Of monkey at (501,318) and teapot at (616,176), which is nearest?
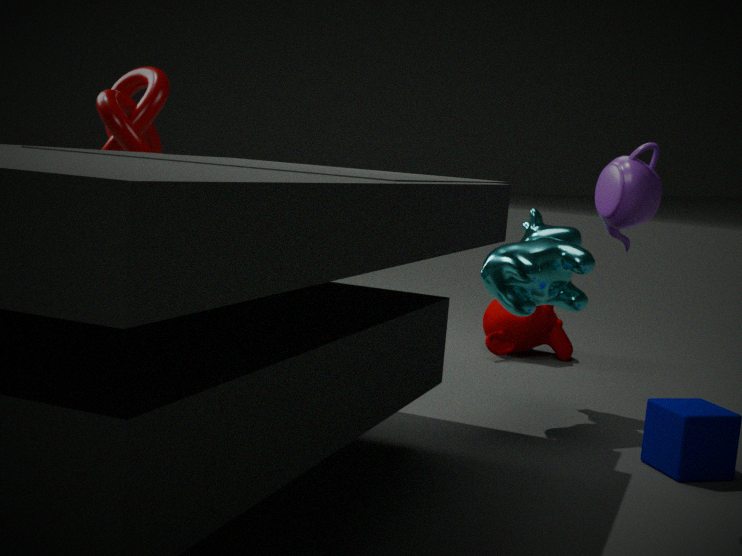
teapot at (616,176)
